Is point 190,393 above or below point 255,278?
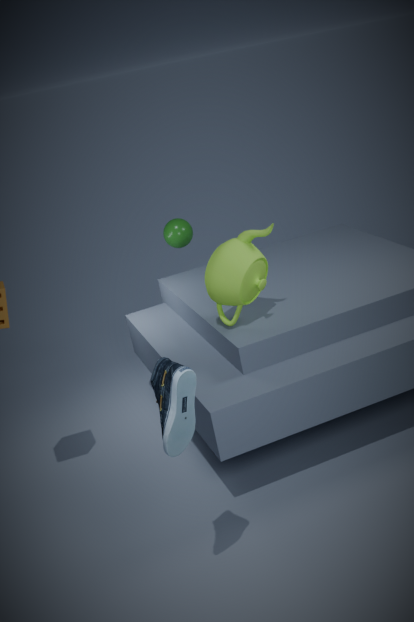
below
